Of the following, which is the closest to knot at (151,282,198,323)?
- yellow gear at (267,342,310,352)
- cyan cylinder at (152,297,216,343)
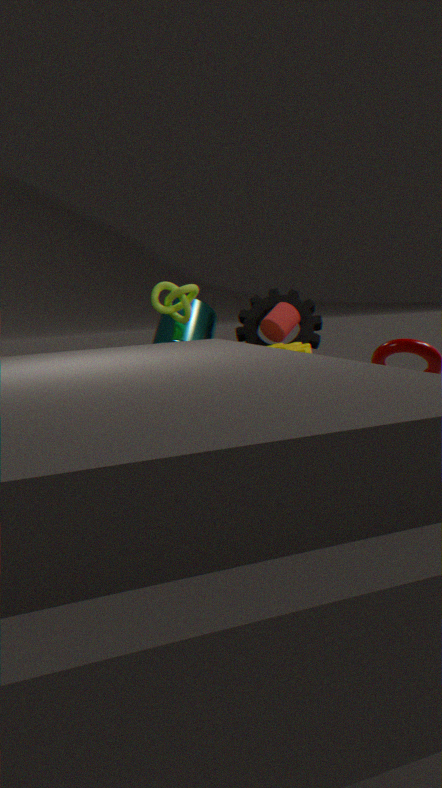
cyan cylinder at (152,297,216,343)
